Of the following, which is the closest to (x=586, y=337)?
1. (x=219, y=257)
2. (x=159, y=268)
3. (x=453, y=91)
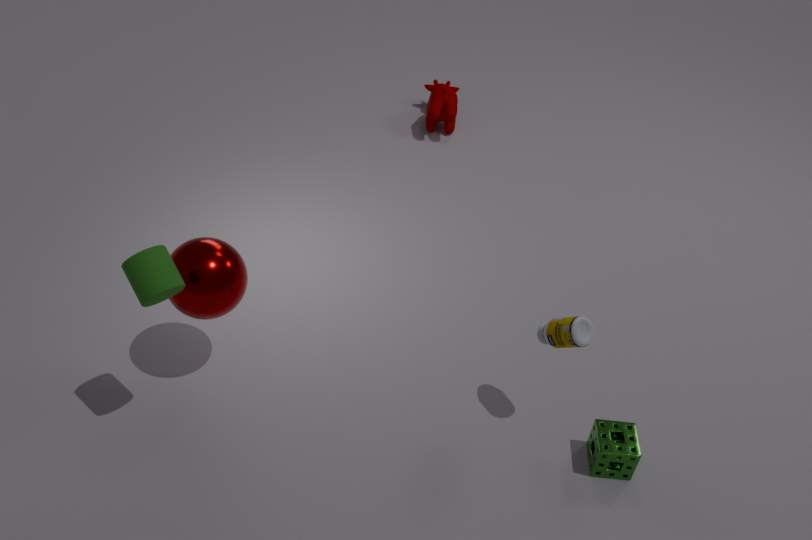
(x=219, y=257)
